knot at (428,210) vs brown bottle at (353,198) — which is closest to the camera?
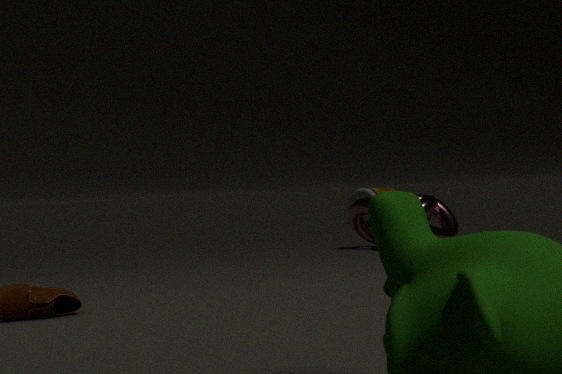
knot at (428,210)
